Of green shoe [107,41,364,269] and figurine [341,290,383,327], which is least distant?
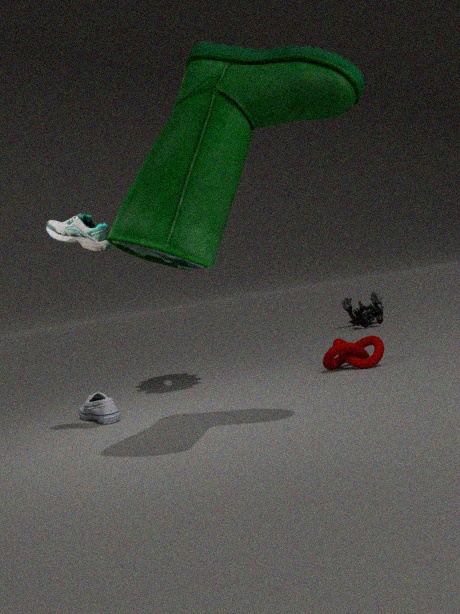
green shoe [107,41,364,269]
